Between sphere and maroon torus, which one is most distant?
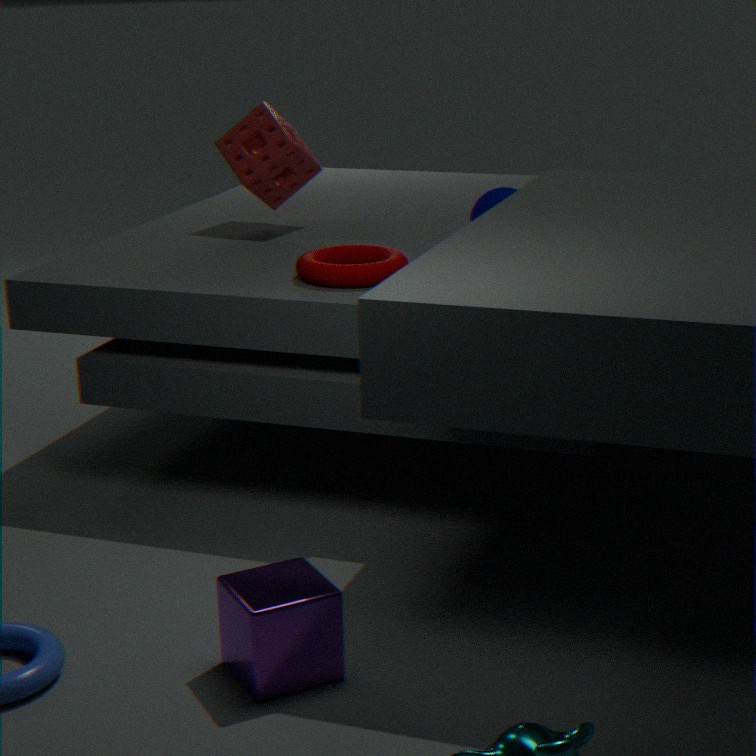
sphere
